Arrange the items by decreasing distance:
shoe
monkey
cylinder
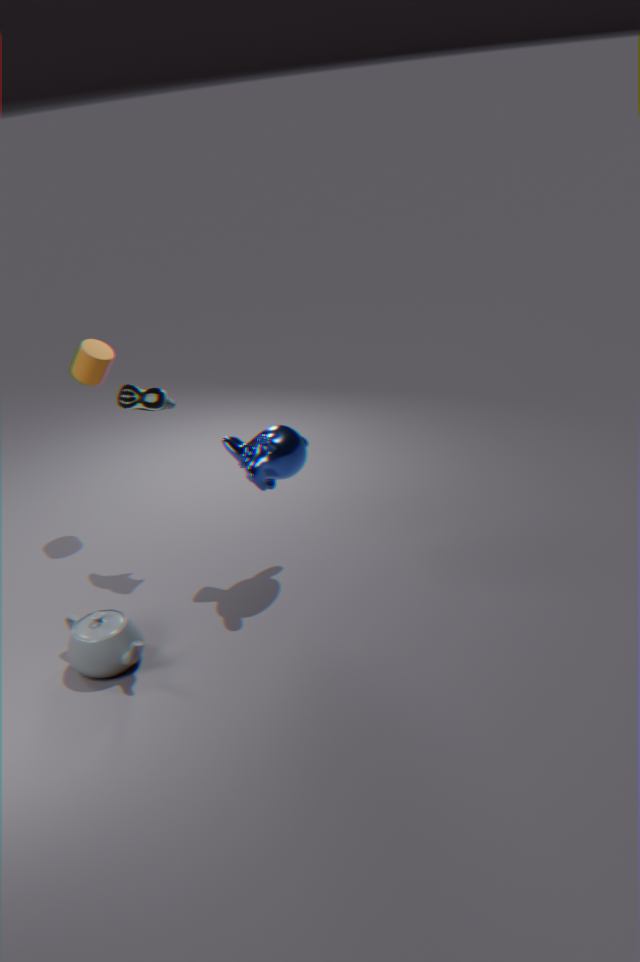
cylinder → shoe → monkey
